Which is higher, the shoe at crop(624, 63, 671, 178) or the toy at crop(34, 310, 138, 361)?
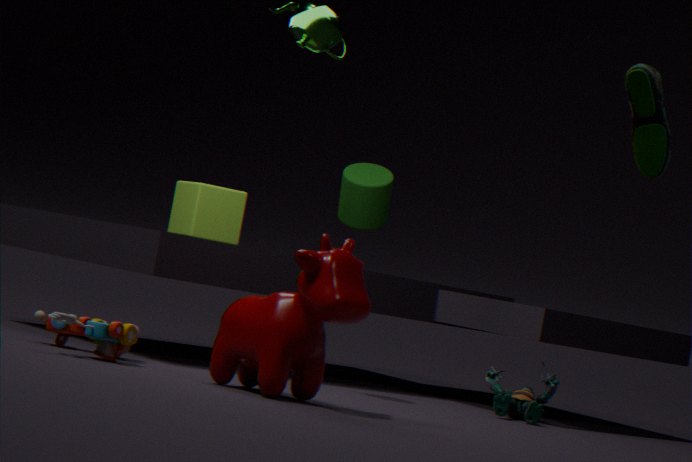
the shoe at crop(624, 63, 671, 178)
